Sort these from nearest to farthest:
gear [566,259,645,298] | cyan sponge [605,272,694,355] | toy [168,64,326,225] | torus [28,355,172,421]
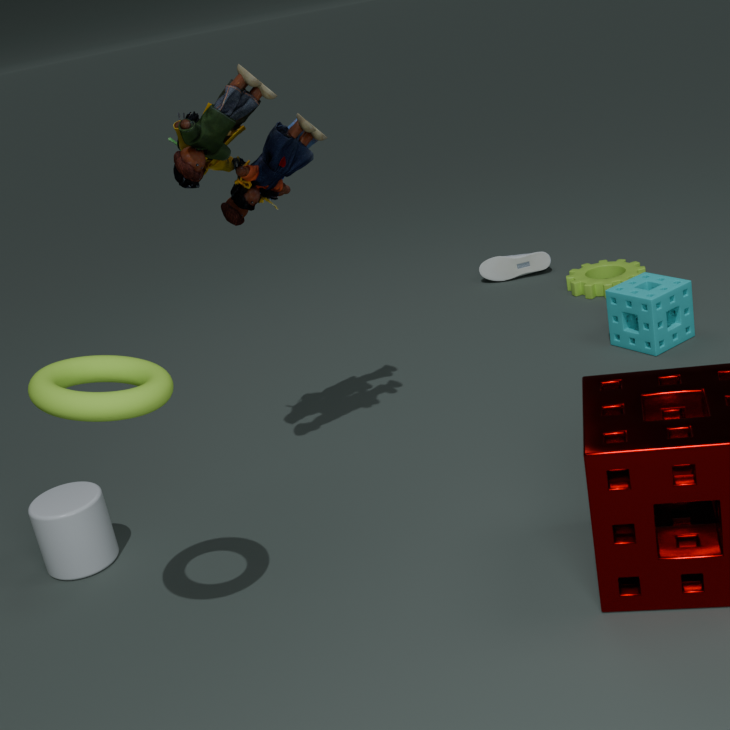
torus [28,355,172,421] → toy [168,64,326,225] → cyan sponge [605,272,694,355] → gear [566,259,645,298]
